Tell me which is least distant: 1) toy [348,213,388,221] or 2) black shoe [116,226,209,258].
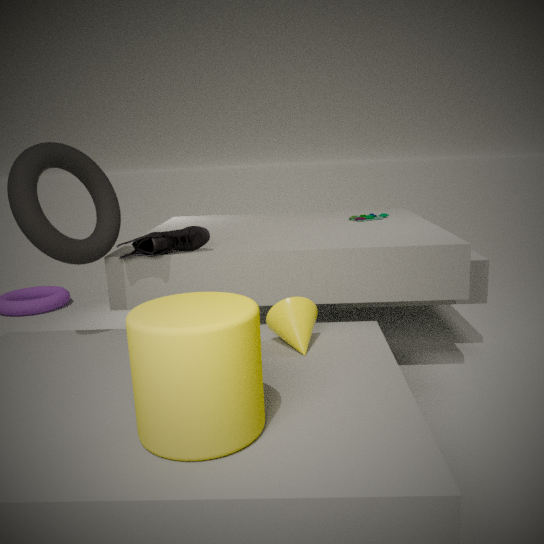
2. black shoe [116,226,209,258]
